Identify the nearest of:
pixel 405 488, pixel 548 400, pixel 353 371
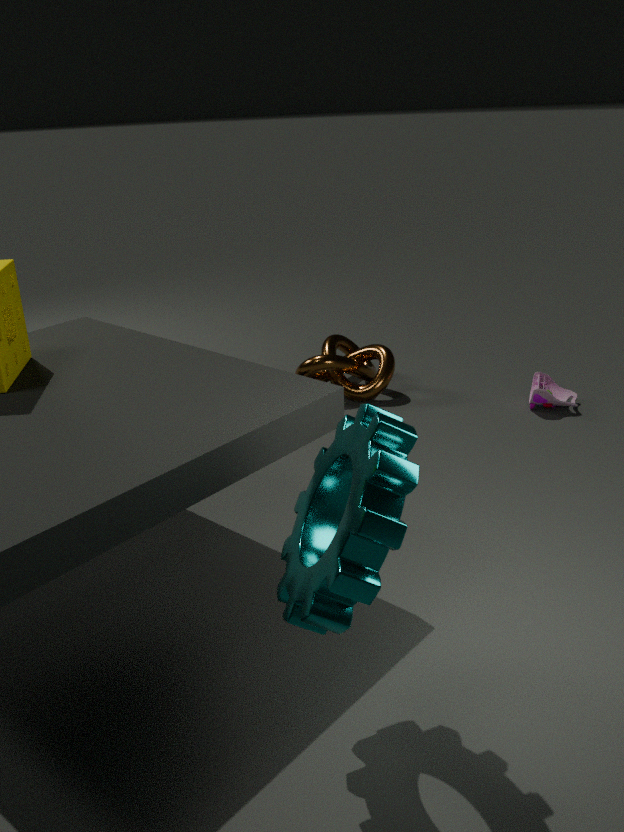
pixel 405 488
